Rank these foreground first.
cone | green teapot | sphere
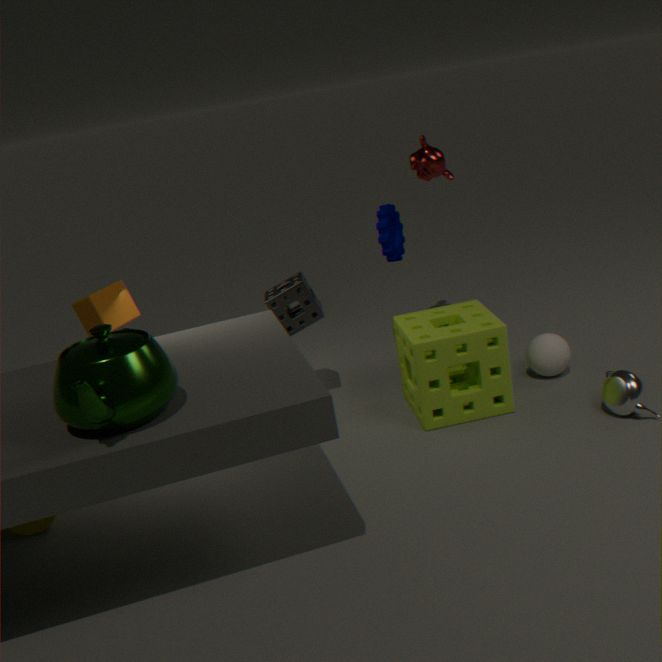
green teapot → cone → sphere
